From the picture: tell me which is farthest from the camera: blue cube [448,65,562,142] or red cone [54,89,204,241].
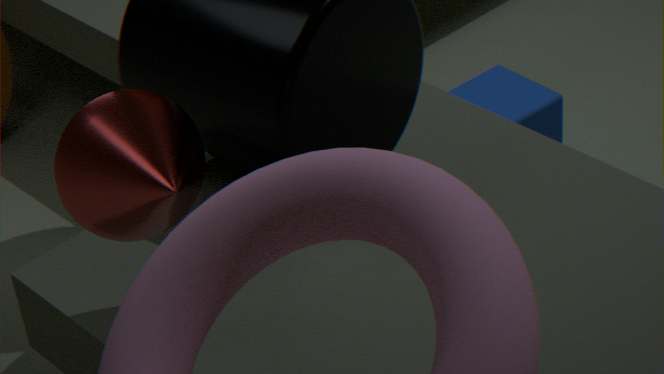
blue cube [448,65,562,142]
